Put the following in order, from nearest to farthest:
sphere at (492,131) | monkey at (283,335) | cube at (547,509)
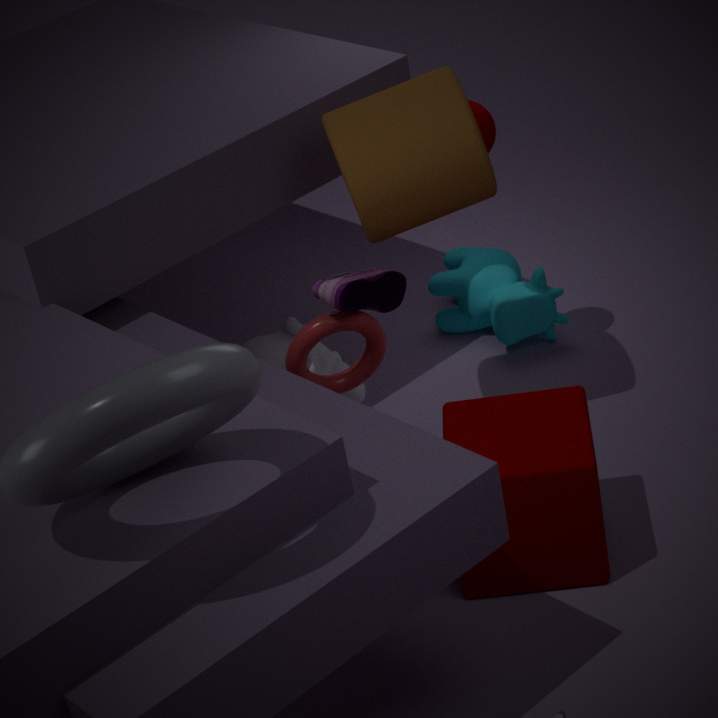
cube at (547,509) → sphere at (492,131) → monkey at (283,335)
